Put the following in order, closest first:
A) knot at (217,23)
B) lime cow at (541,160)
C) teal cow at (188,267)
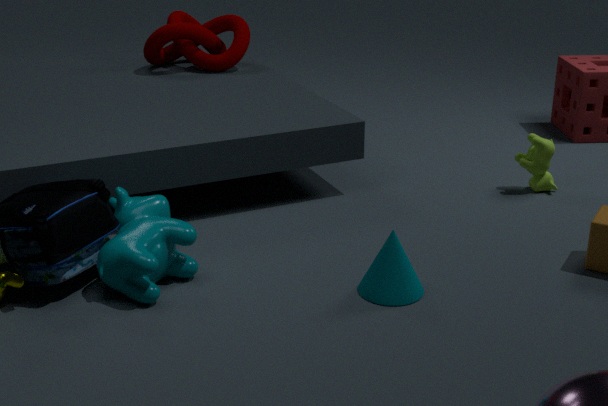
teal cow at (188,267), lime cow at (541,160), knot at (217,23)
